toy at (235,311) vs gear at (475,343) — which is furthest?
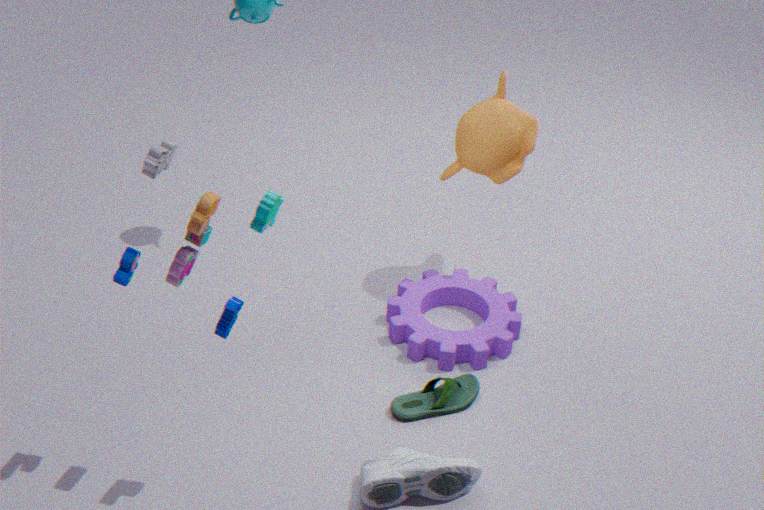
gear at (475,343)
